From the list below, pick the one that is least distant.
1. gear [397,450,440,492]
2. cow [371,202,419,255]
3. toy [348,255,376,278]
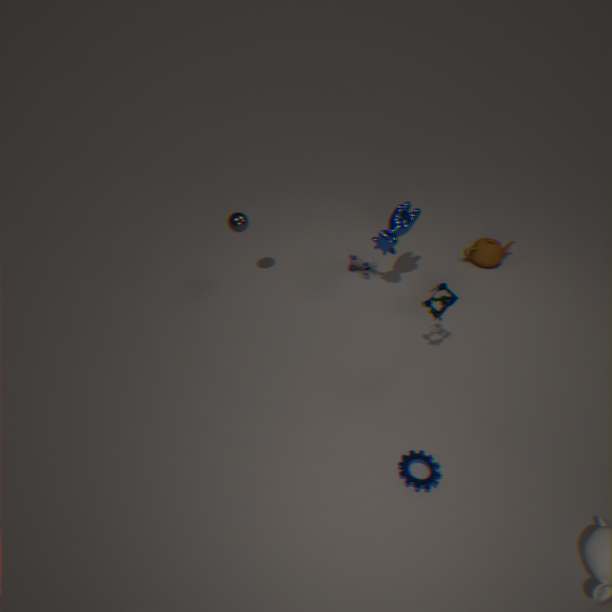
gear [397,450,440,492]
